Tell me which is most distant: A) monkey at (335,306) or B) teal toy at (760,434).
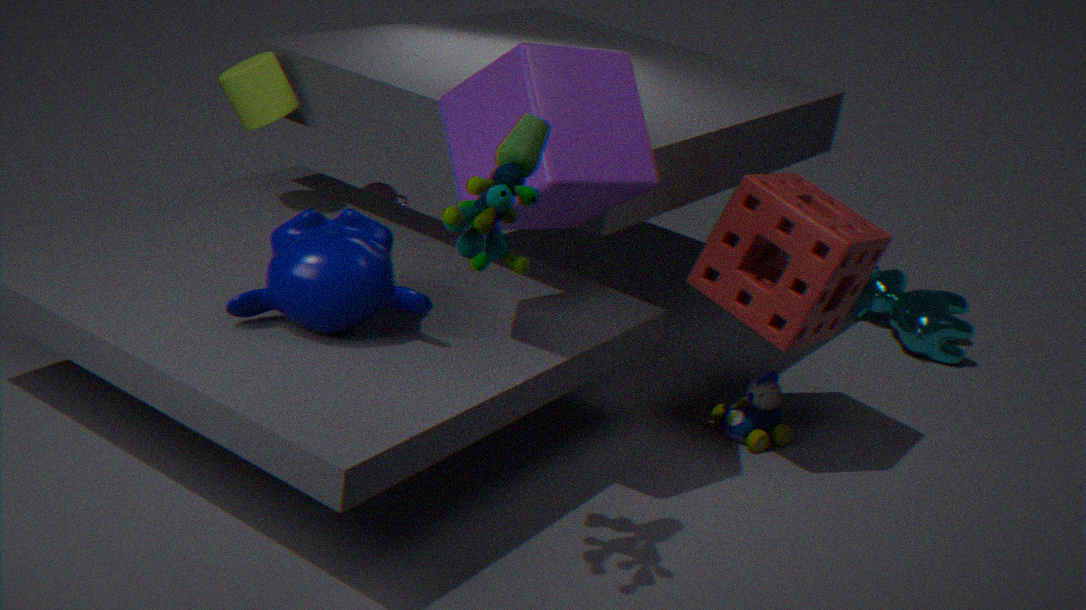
B. teal toy at (760,434)
